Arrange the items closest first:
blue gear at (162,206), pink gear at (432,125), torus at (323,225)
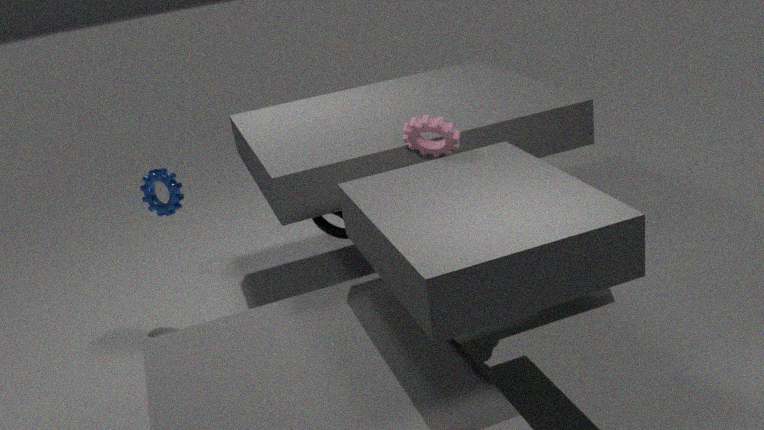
pink gear at (432,125)
torus at (323,225)
blue gear at (162,206)
